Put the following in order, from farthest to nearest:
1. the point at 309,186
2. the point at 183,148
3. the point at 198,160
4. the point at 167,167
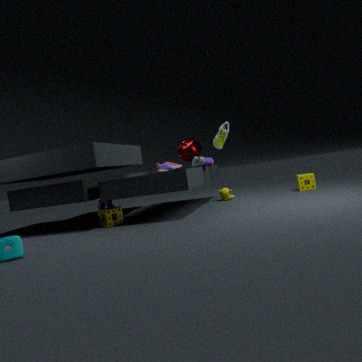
1. the point at 183,148
2. the point at 167,167
3. the point at 309,186
4. the point at 198,160
